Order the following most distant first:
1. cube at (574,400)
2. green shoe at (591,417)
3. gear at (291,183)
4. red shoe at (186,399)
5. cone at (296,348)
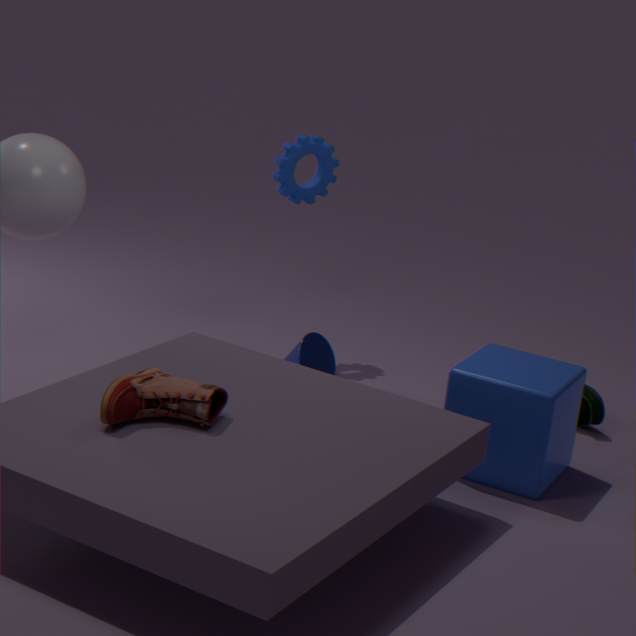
gear at (291,183) < cone at (296,348) < green shoe at (591,417) < cube at (574,400) < red shoe at (186,399)
